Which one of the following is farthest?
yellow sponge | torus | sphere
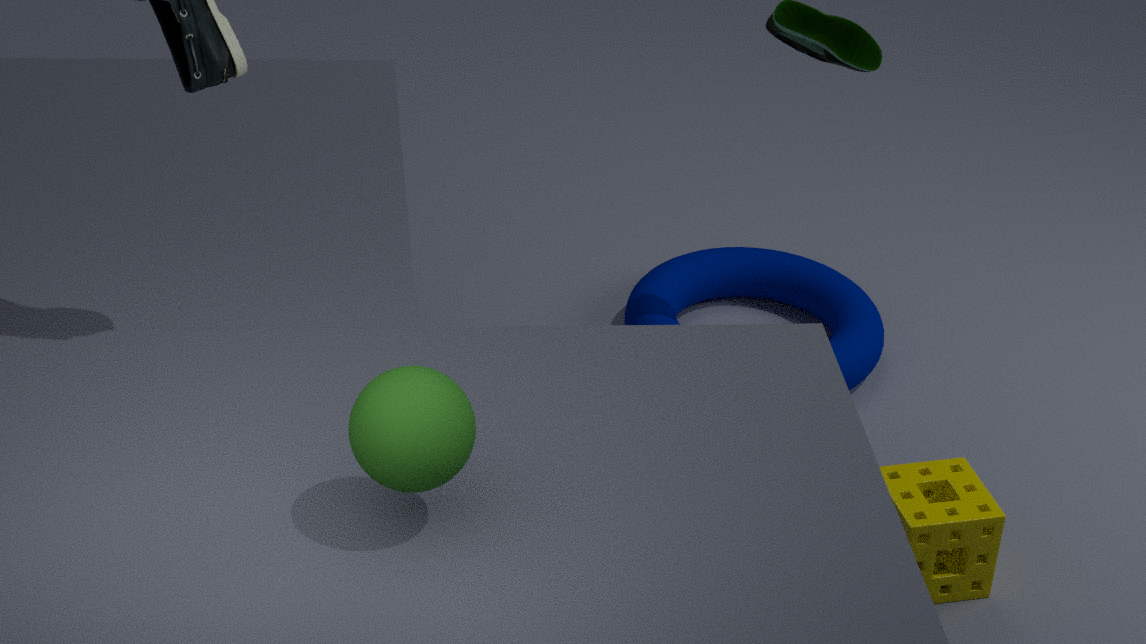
torus
